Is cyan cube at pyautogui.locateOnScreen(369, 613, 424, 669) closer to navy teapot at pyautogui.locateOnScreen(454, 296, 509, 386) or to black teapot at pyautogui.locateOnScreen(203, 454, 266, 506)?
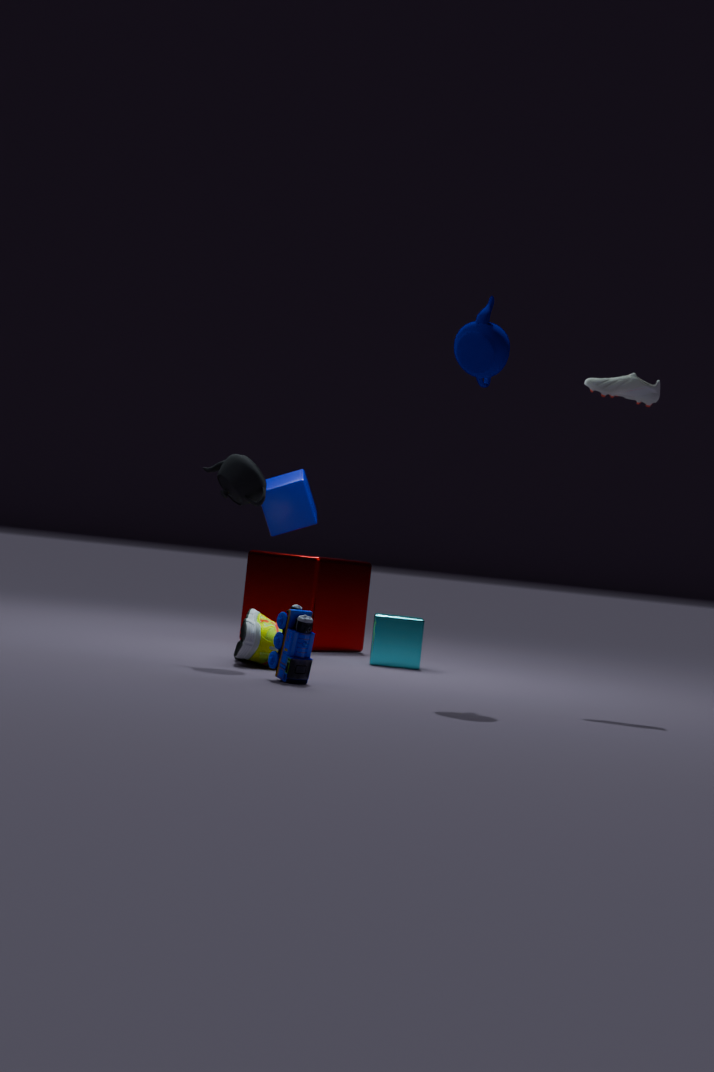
black teapot at pyautogui.locateOnScreen(203, 454, 266, 506)
